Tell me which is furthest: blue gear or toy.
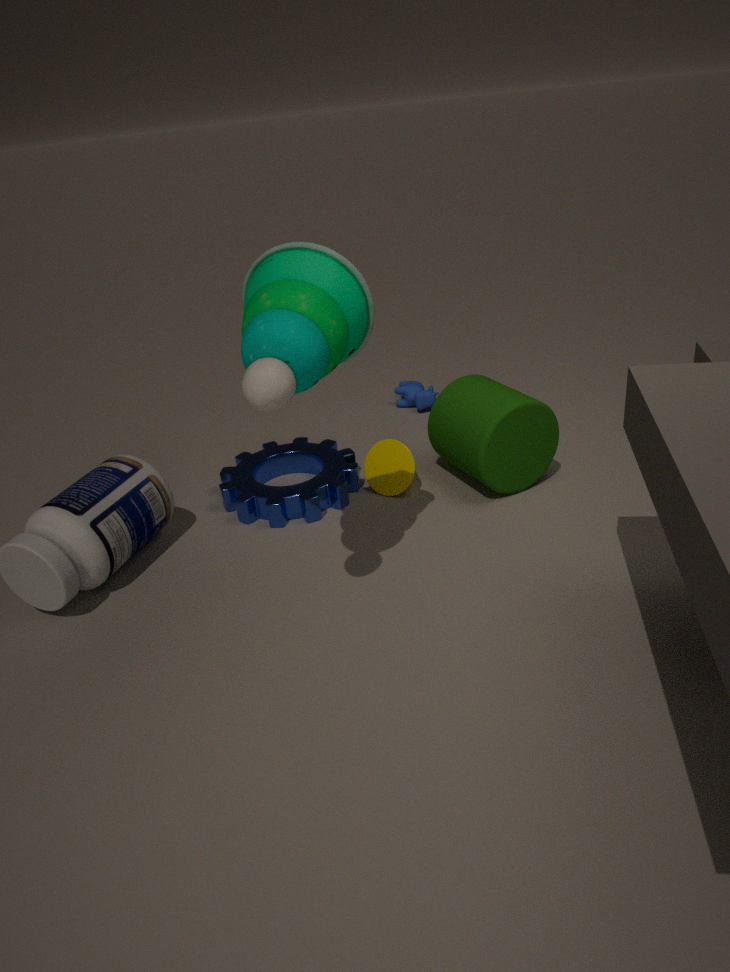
blue gear
